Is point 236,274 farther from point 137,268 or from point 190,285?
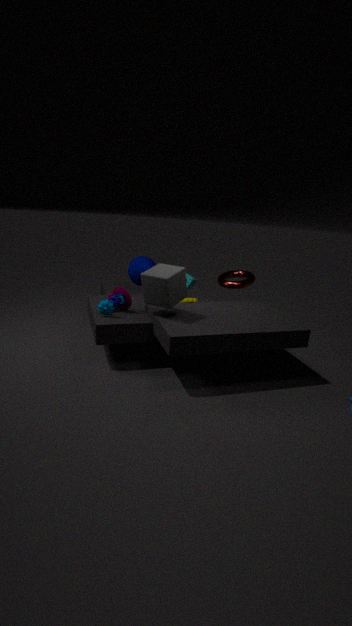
point 137,268
